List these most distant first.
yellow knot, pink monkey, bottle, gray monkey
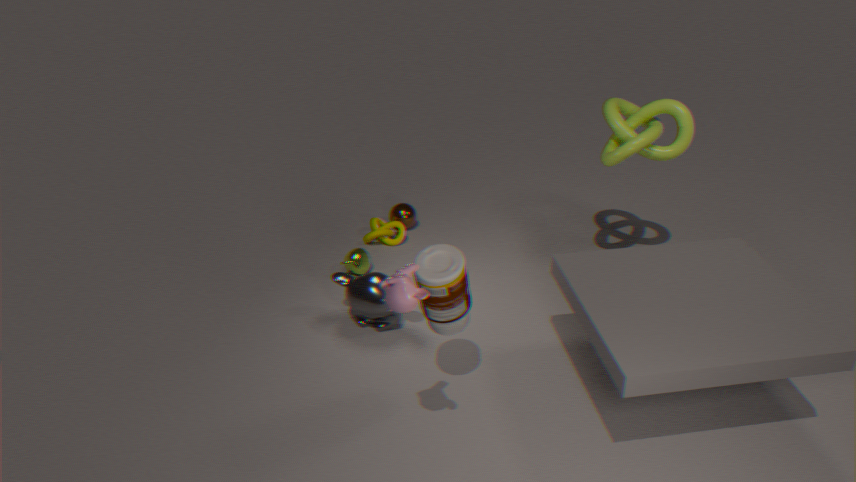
yellow knot → gray monkey → bottle → pink monkey
